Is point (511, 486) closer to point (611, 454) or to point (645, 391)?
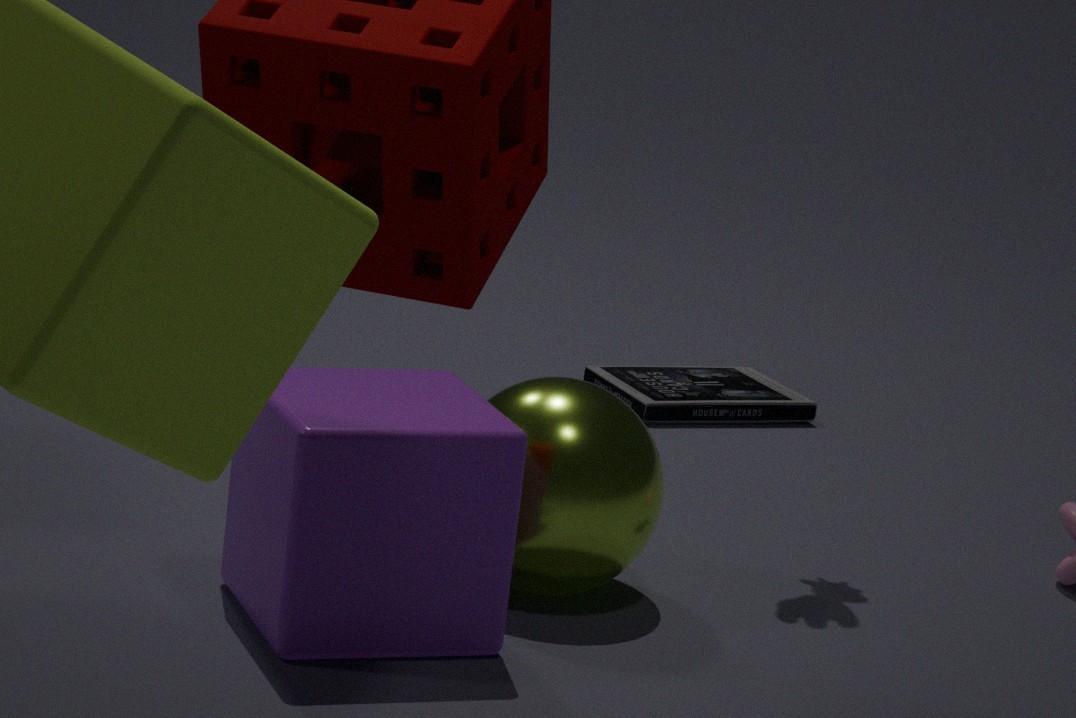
point (611, 454)
